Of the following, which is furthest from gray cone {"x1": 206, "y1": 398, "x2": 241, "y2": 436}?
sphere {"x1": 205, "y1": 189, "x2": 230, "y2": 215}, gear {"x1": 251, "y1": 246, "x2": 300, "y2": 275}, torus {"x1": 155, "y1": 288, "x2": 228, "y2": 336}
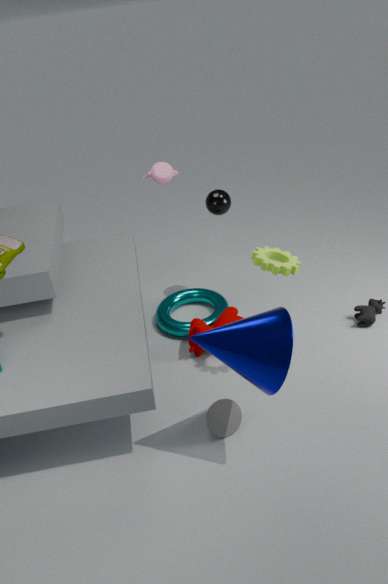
sphere {"x1": 205, "y1": 189, "x2": 230, "y2": 215}
